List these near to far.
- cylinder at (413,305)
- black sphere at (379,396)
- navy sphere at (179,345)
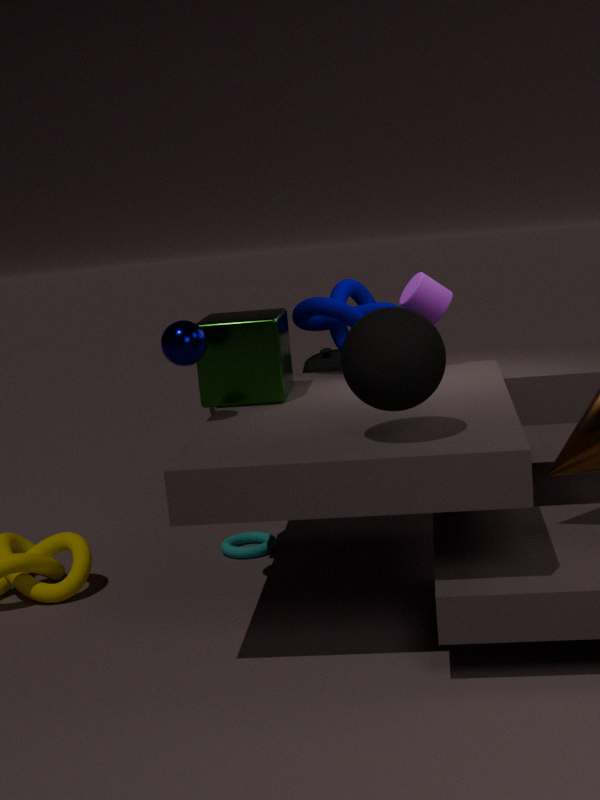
1. black sphere at (379,396)
2. navy sphere at (179,345)
3. cylinder at (413,305)
